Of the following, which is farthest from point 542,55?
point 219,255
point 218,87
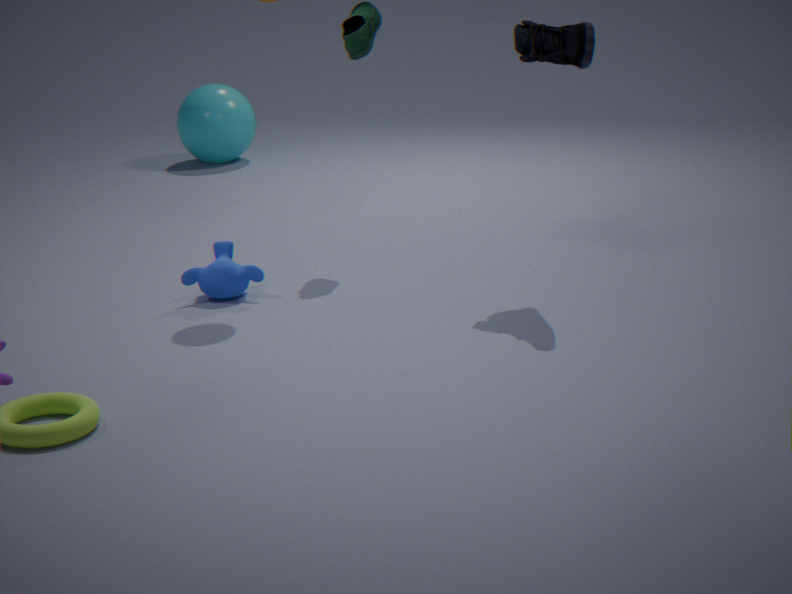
point 218,87
